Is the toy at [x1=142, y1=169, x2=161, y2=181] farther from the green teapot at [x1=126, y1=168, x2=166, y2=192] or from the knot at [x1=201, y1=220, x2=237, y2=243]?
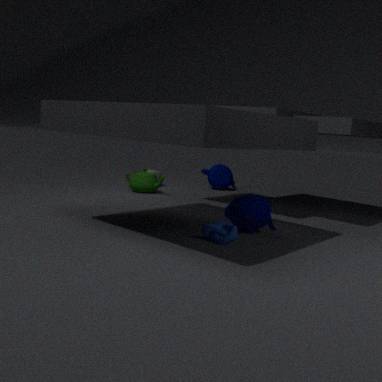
the knot at [x1=201, y1=220, x2=237, y2=243]
